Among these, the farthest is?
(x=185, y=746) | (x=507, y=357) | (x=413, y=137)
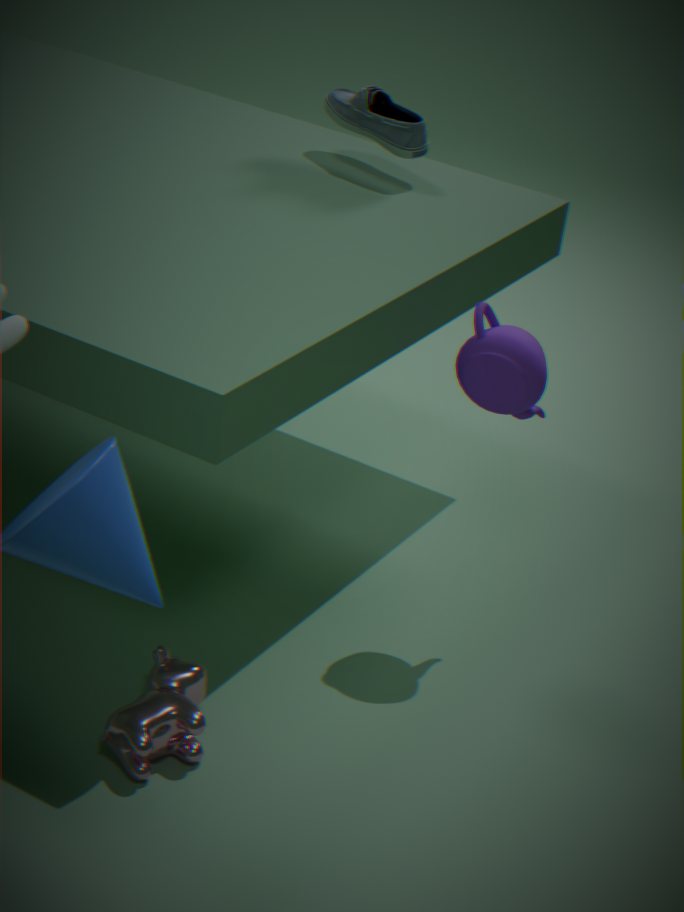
(x=413, y=137)
